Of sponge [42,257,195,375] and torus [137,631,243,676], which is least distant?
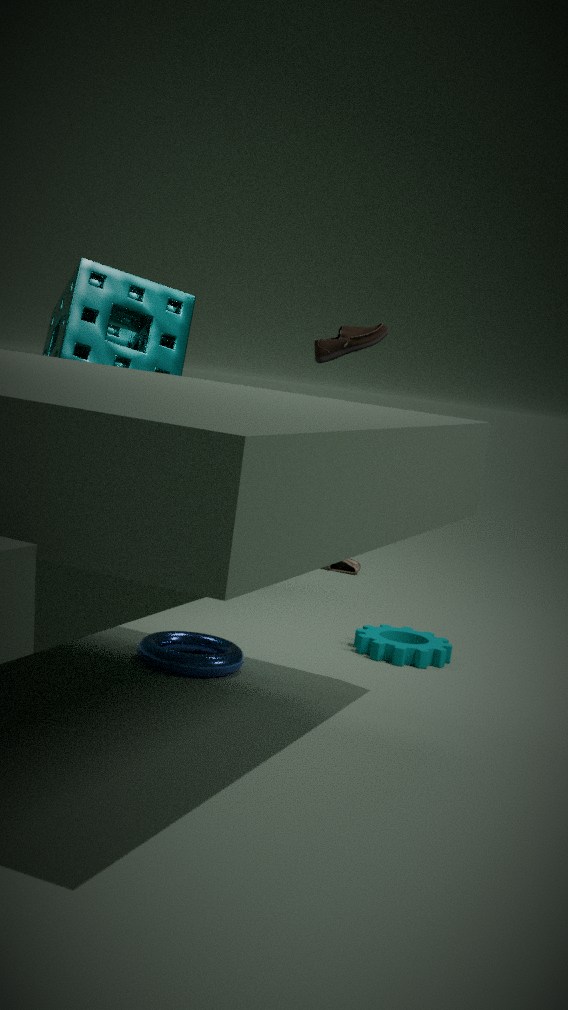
torus [137,631,243,676]
